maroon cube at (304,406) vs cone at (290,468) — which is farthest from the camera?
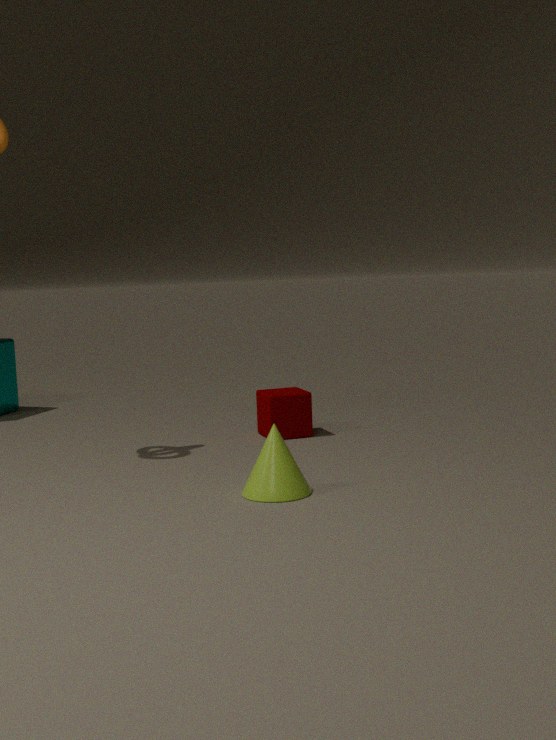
maroon cube at (304,406)
